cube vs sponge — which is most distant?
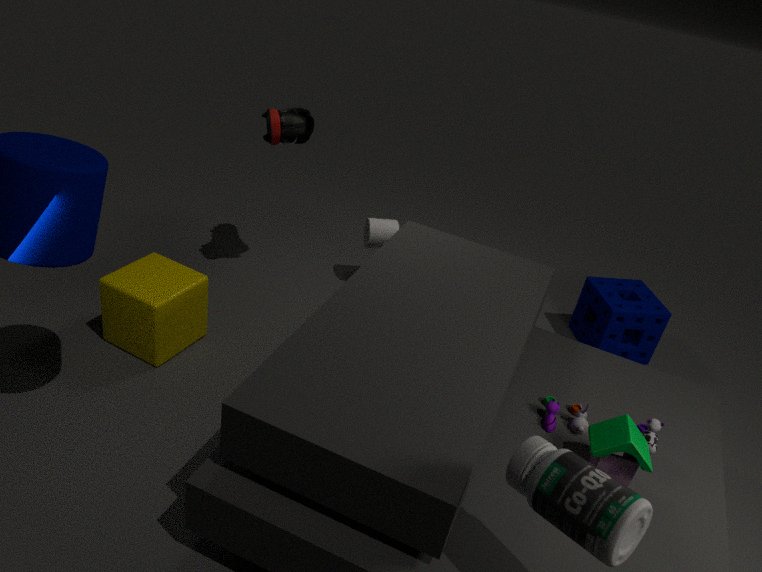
sponge
